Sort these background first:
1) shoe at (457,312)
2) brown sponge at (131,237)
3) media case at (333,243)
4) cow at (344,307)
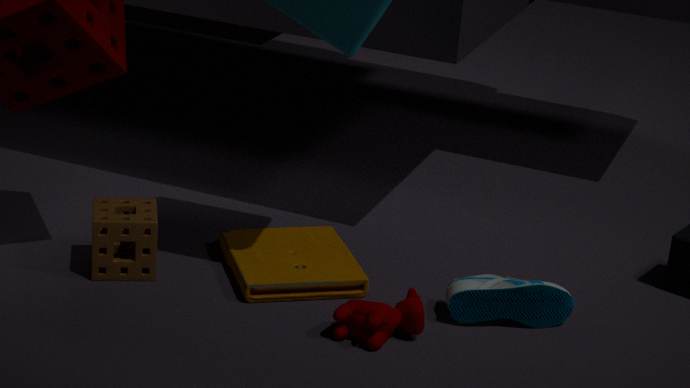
3. media case at (333,243)
2. brown sponge at (131,237)
1. shoe at (457,312)
4. cow at (344,307)
